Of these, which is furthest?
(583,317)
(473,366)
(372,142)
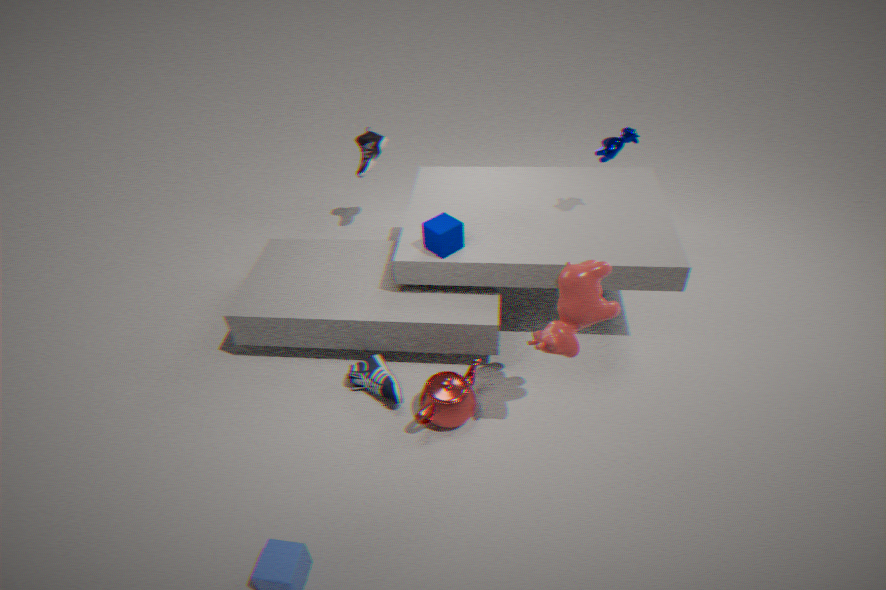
(372,142)
